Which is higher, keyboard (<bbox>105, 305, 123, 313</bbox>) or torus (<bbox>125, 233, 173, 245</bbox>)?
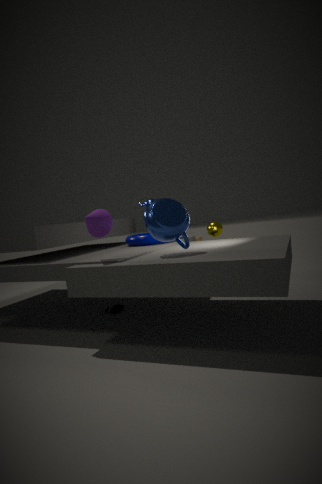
torus (<bbox>125, 233, 173, 245</bbox>)
